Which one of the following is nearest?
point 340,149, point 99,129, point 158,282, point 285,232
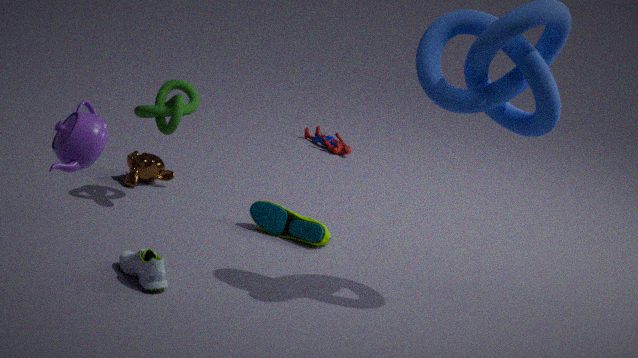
point 99,129
